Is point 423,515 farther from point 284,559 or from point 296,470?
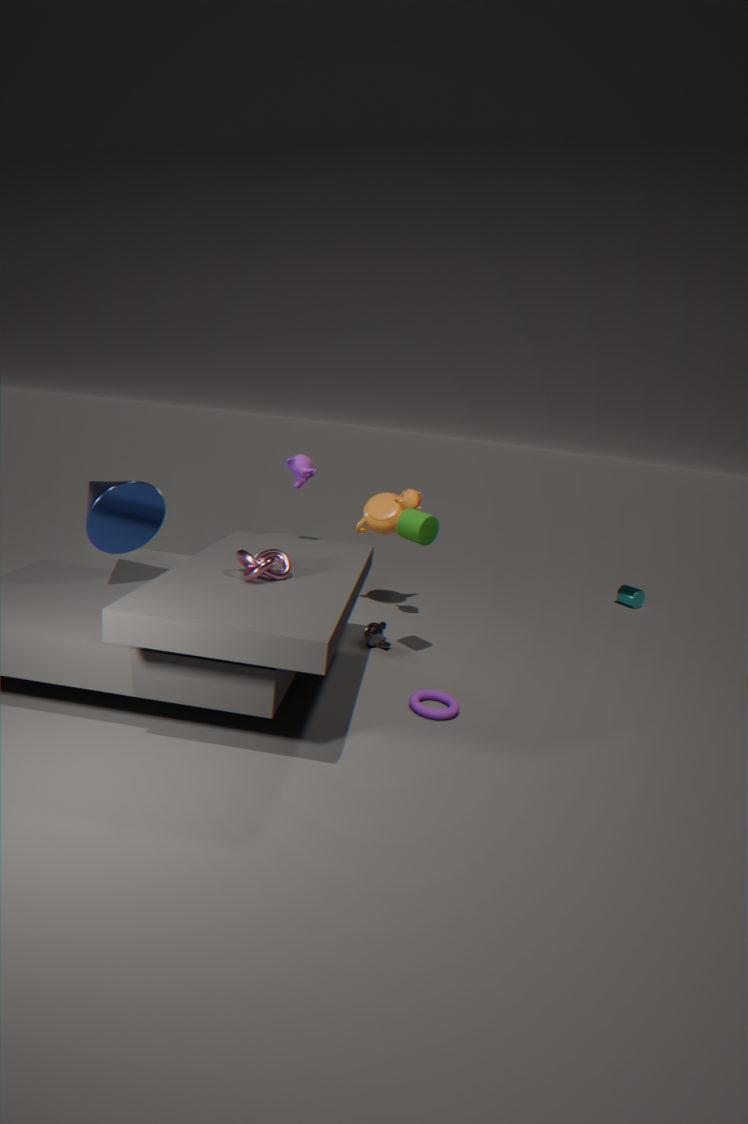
point 284,559
